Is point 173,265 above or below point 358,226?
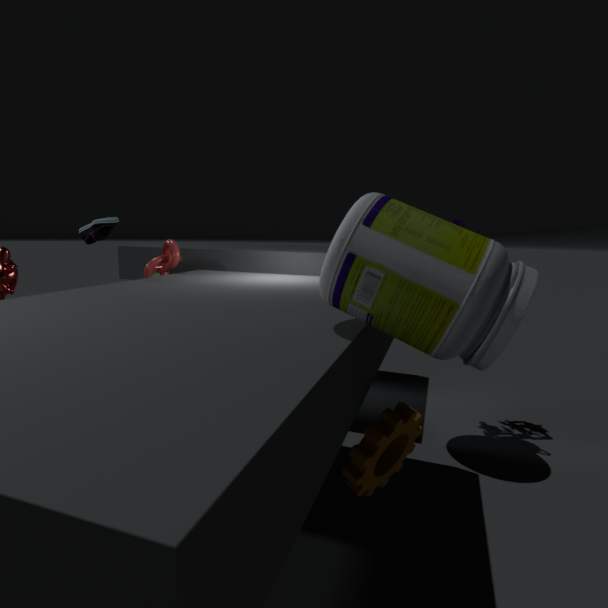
below
